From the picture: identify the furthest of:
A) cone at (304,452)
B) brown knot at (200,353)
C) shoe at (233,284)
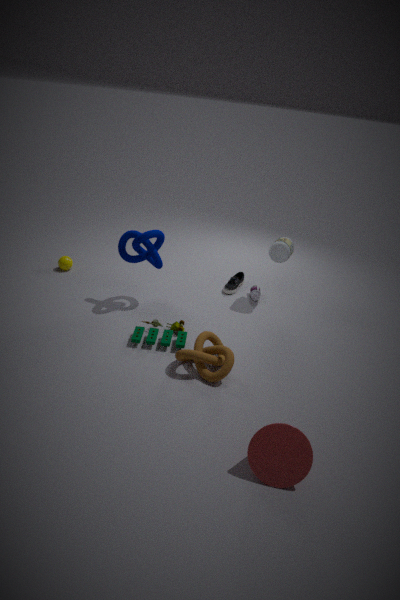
shoe at (233,284)
